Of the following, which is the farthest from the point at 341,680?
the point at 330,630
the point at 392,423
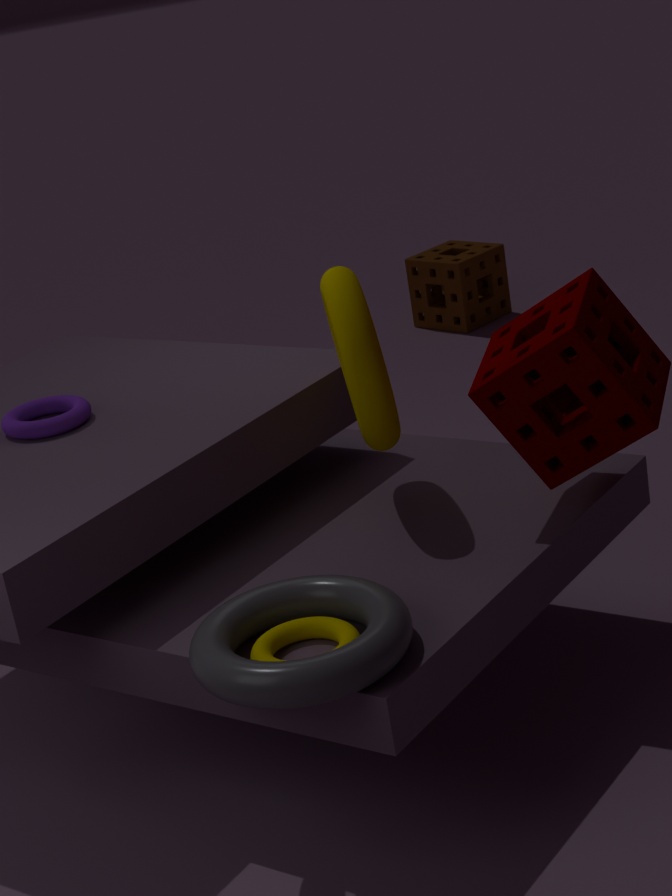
the point at 392,423
